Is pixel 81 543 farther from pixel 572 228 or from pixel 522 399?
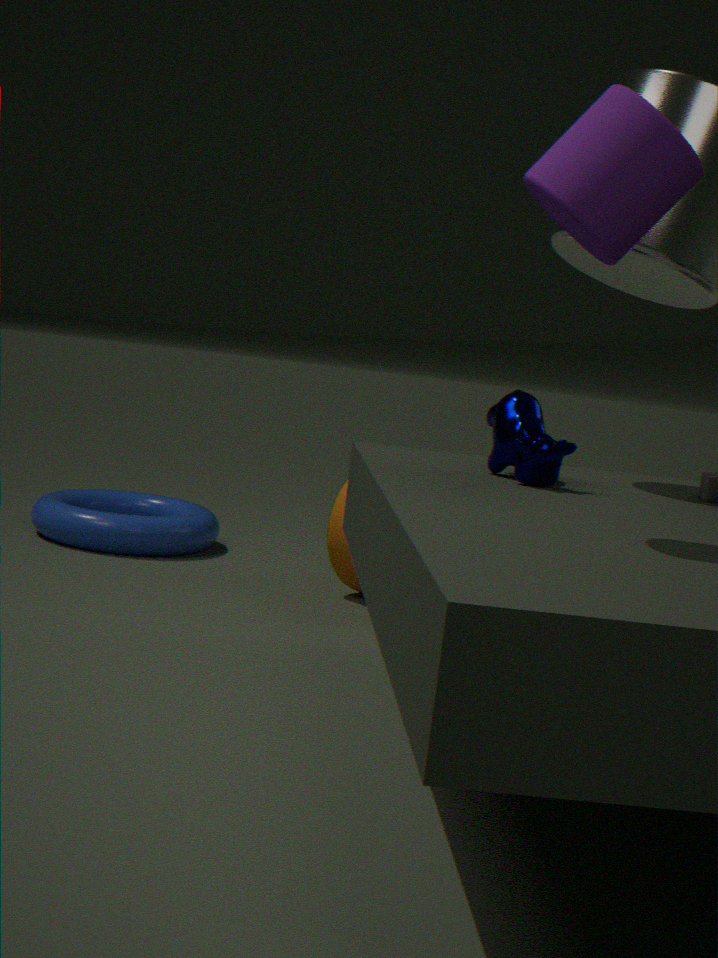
pixel 572 228
